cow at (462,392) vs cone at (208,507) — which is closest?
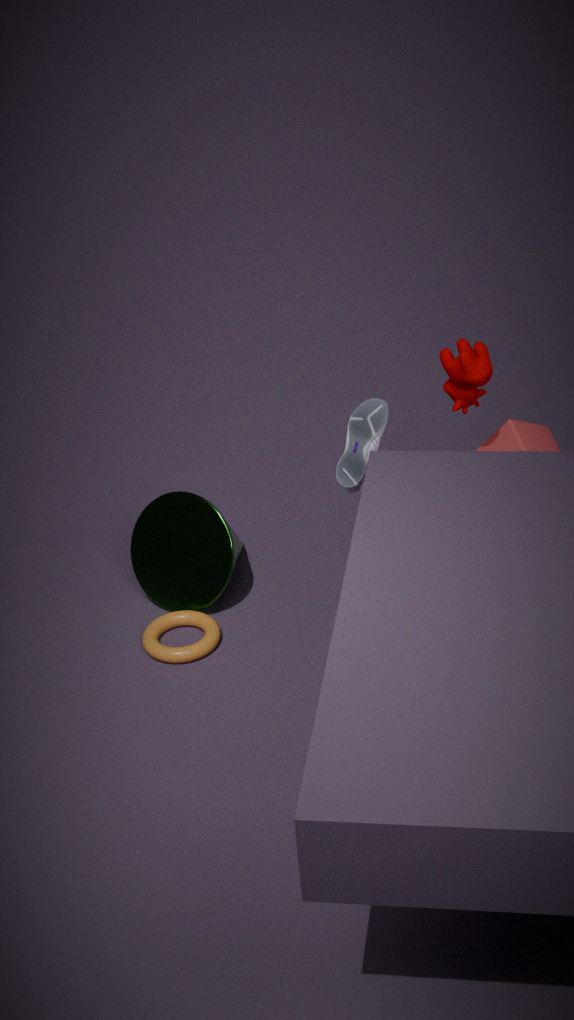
cow at (462,392)
